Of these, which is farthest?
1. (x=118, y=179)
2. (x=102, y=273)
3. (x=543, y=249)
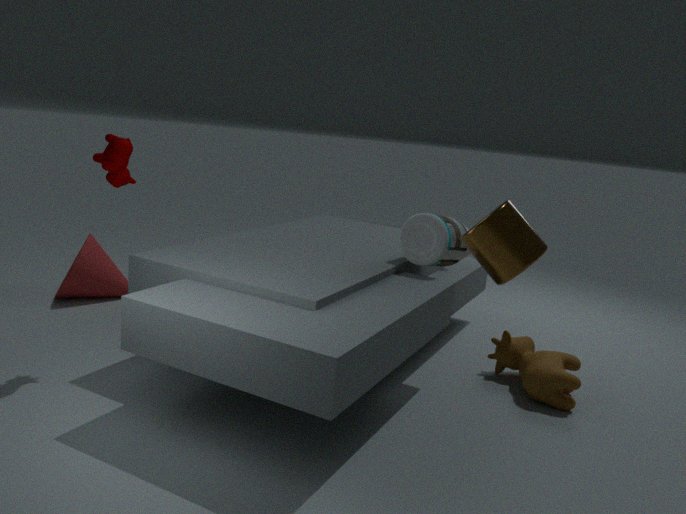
(x=102, y=273)
